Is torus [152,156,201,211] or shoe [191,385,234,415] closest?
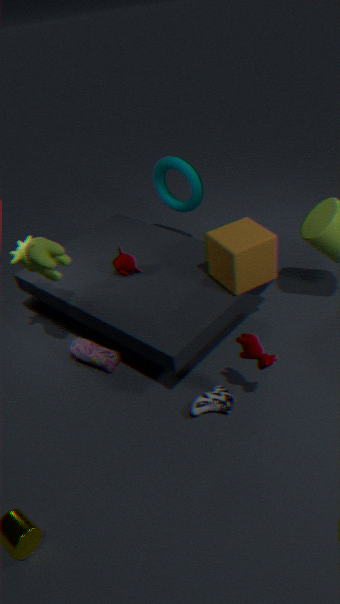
shoe [191,385,234,415]
